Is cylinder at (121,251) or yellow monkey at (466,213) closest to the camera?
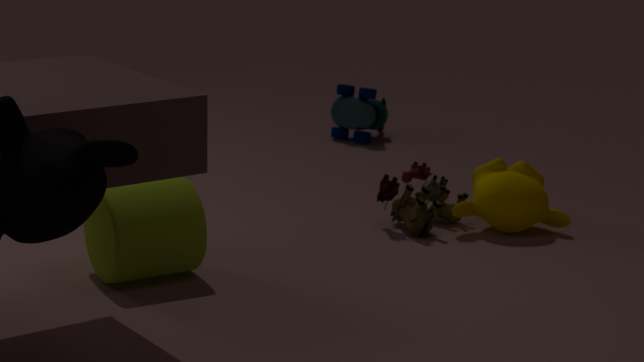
cylinder at (121,251)
